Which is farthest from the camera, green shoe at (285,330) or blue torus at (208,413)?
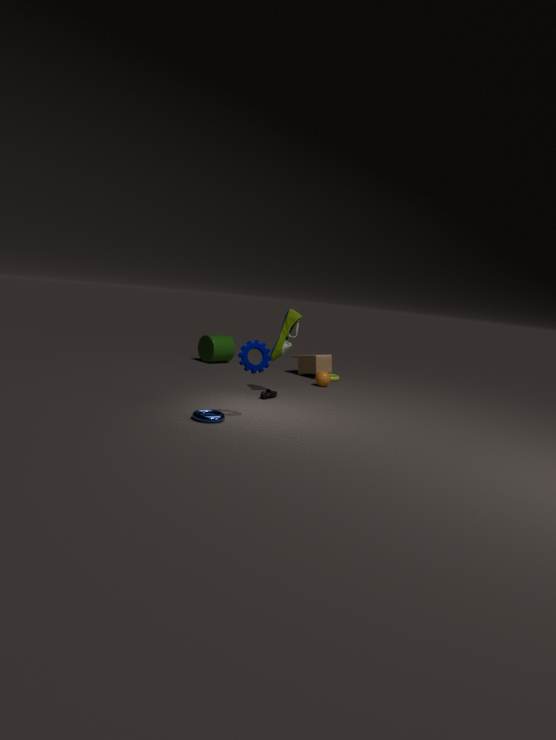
green shoe at (285,330)
